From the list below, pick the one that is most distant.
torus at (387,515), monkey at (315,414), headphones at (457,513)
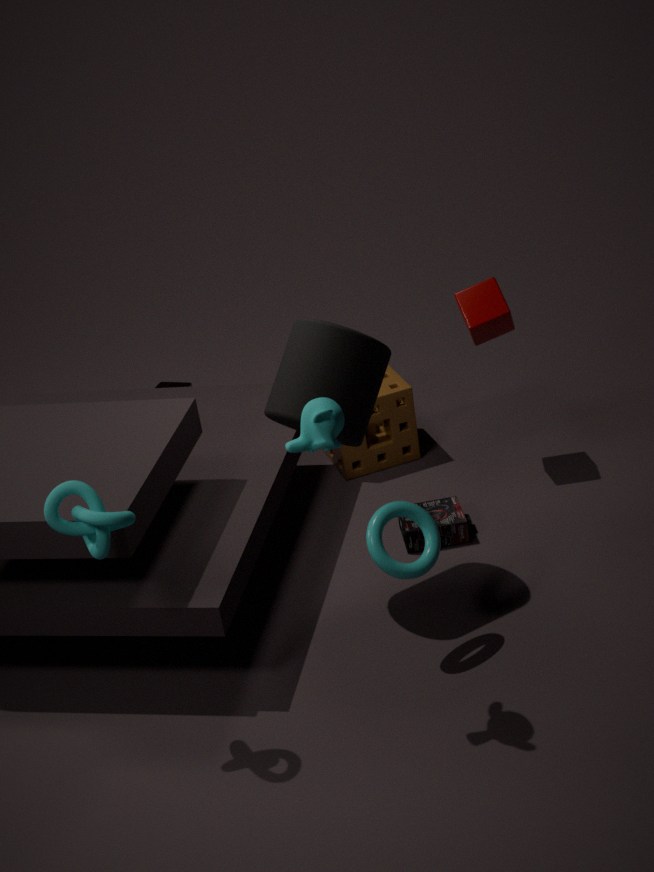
headphones at (457,513)
